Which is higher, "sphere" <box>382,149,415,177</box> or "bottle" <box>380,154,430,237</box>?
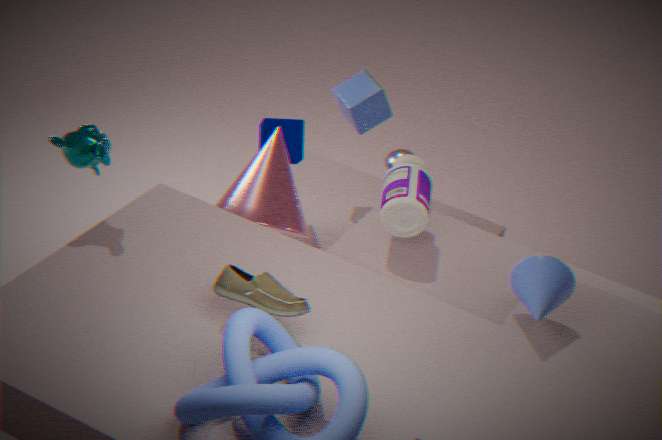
"bottle" <box>380,154,430,237</box>
